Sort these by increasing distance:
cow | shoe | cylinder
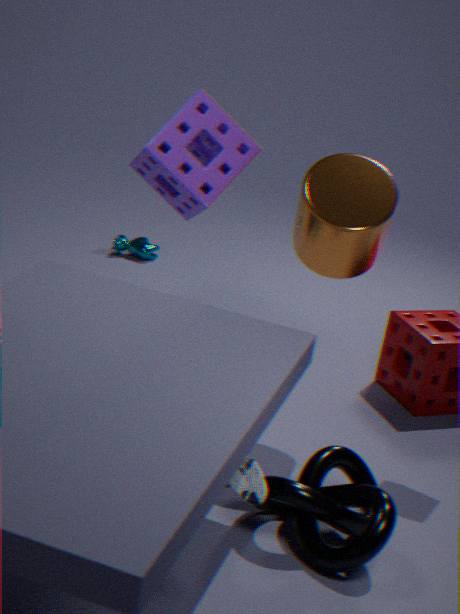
shoe → cylinder → cow
